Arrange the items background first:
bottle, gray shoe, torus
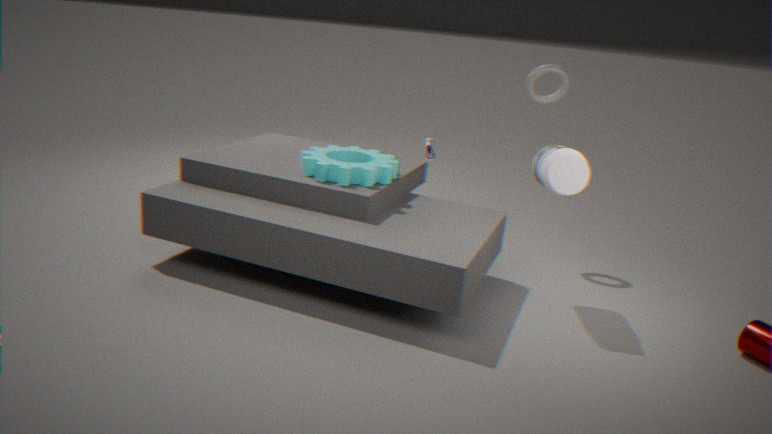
gray shoe
torus
bottle
